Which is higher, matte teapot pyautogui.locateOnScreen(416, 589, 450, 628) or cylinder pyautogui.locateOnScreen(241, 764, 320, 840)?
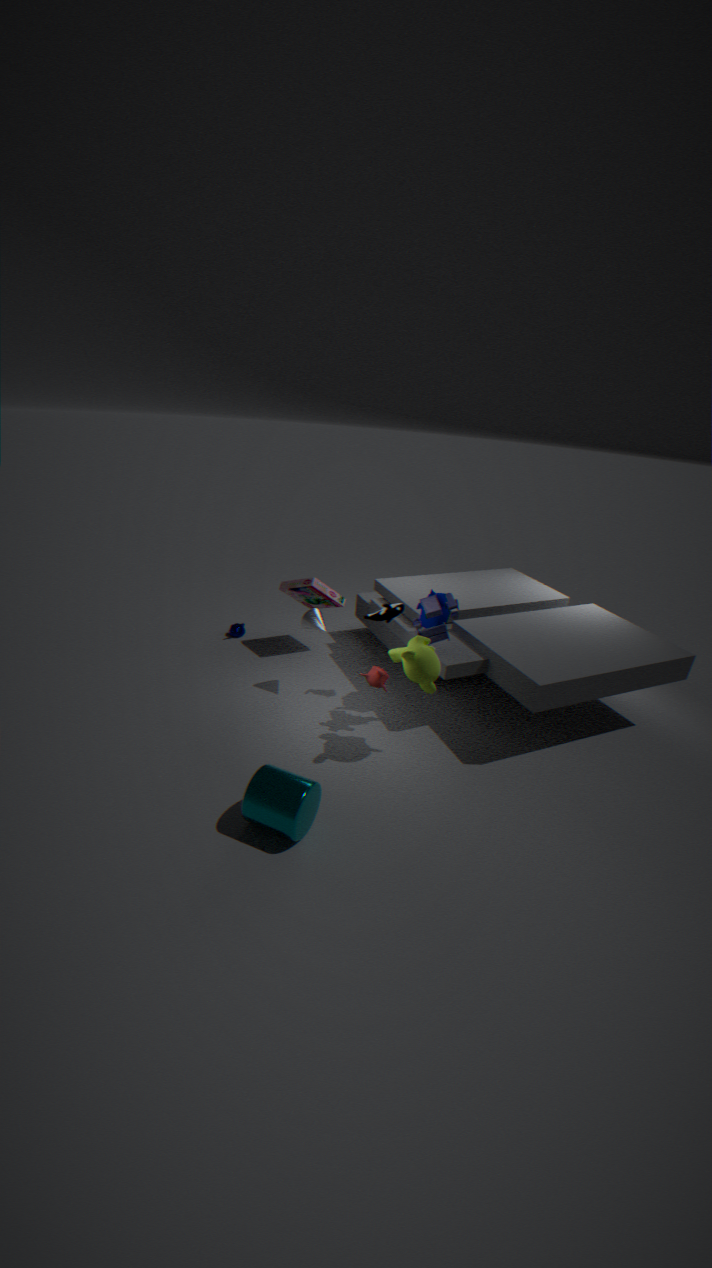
matte teapot pyautogui.locateOnScreen(416, 589, 450, 628)
